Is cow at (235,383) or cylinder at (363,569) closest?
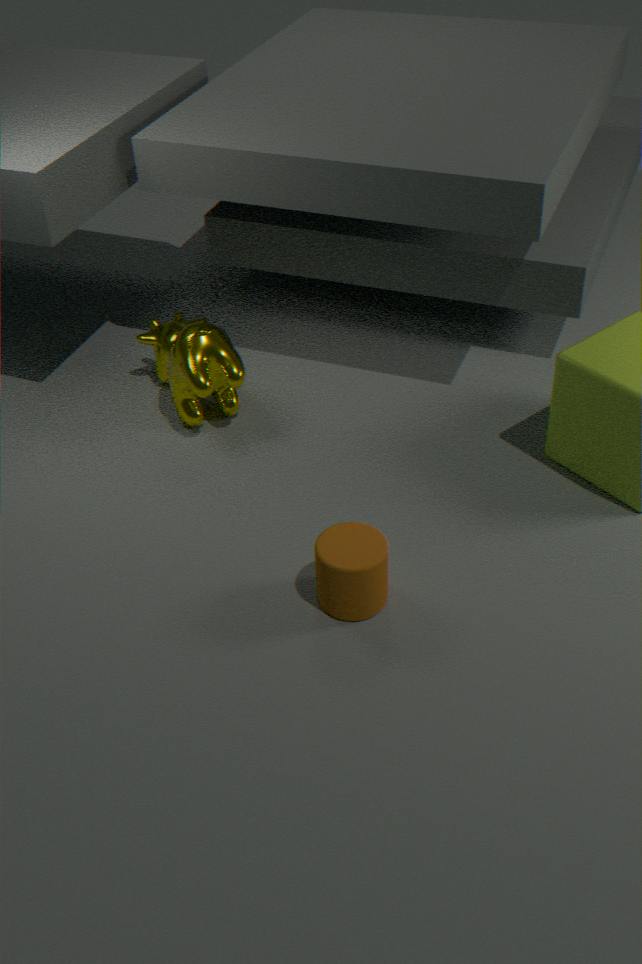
cylinder at (363,569)
